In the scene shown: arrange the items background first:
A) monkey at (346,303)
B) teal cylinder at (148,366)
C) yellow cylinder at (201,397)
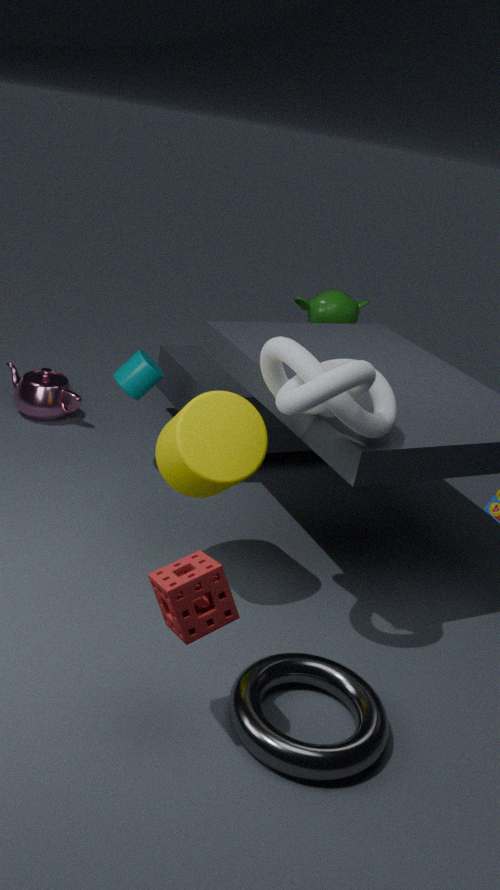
monkey at (346,303), teal cylinder at (148,366), yellow cylinder at (201,397)
